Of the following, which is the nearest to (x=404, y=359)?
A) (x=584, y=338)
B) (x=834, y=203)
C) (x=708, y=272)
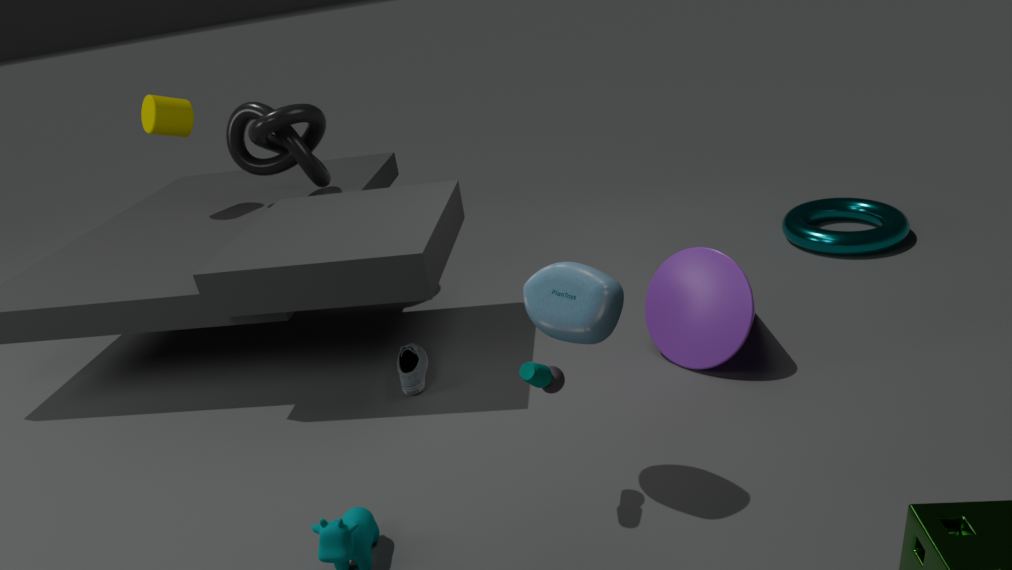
(x=584, y=338)
